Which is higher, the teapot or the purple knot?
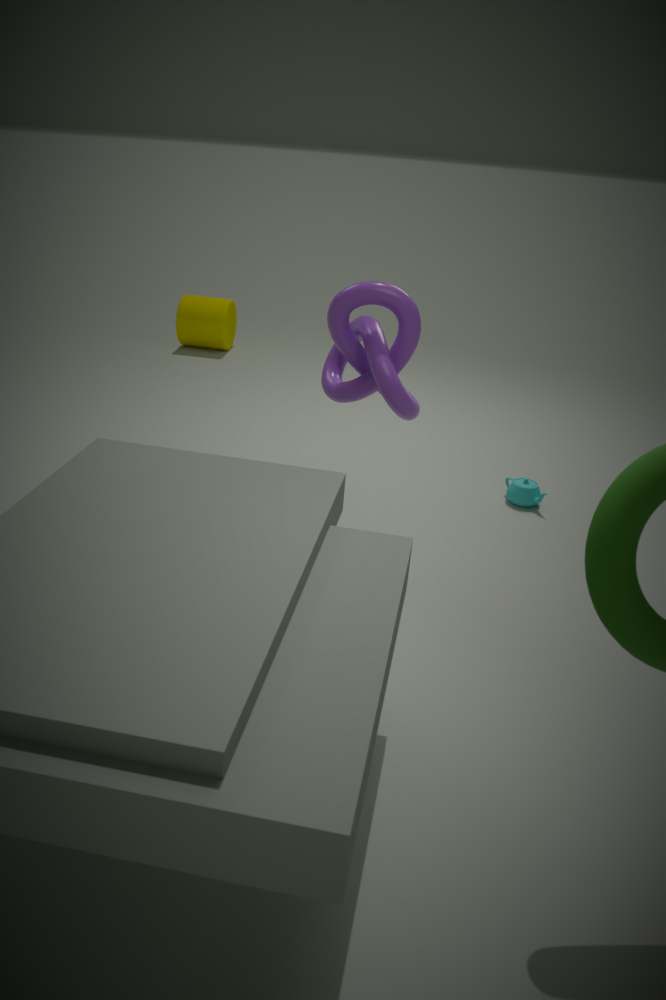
the purple knot
